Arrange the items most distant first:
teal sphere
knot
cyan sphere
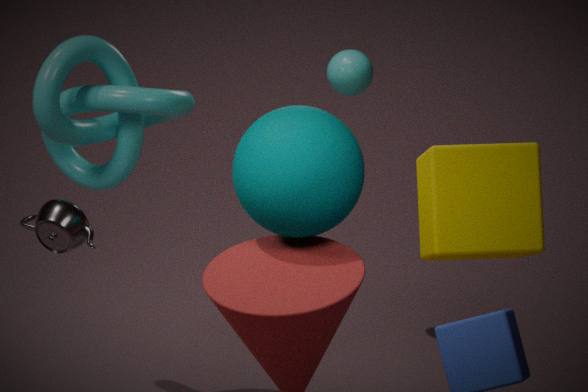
cyan sphere < knot < teal sphere
